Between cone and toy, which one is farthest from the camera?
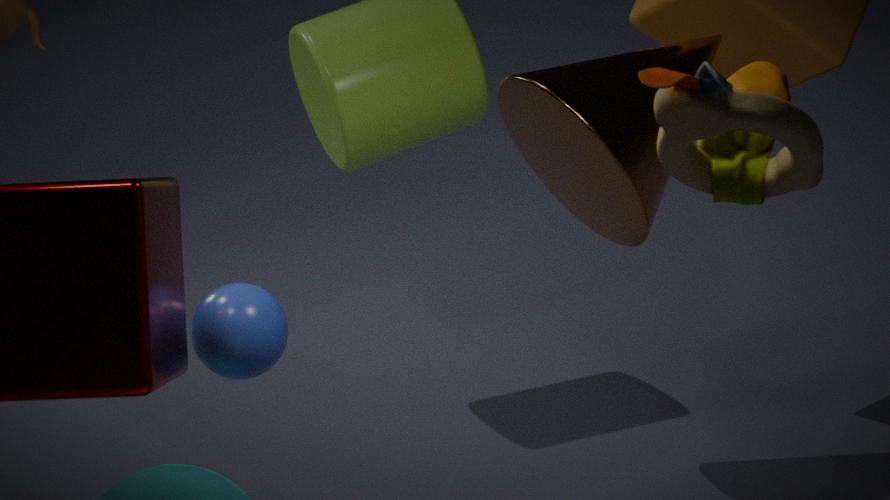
cone
